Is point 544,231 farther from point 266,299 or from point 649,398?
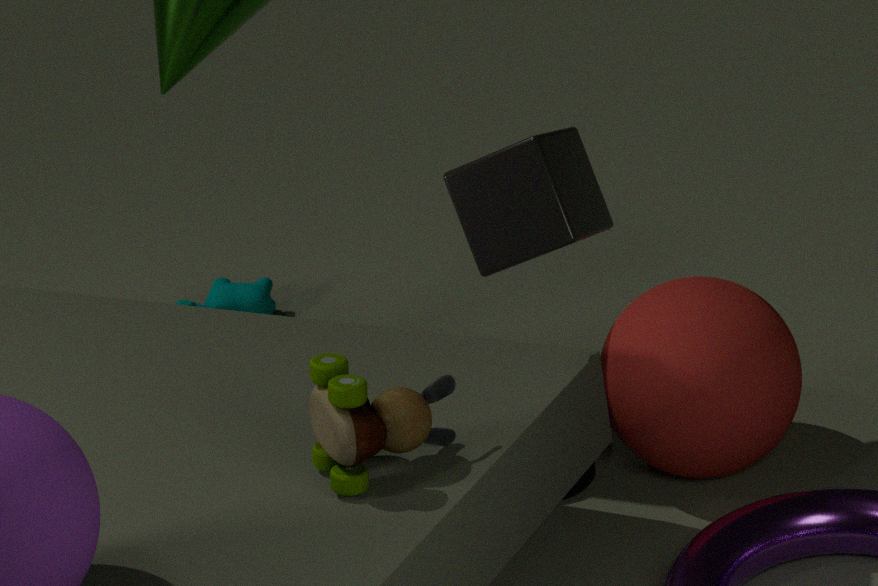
point 266,299
